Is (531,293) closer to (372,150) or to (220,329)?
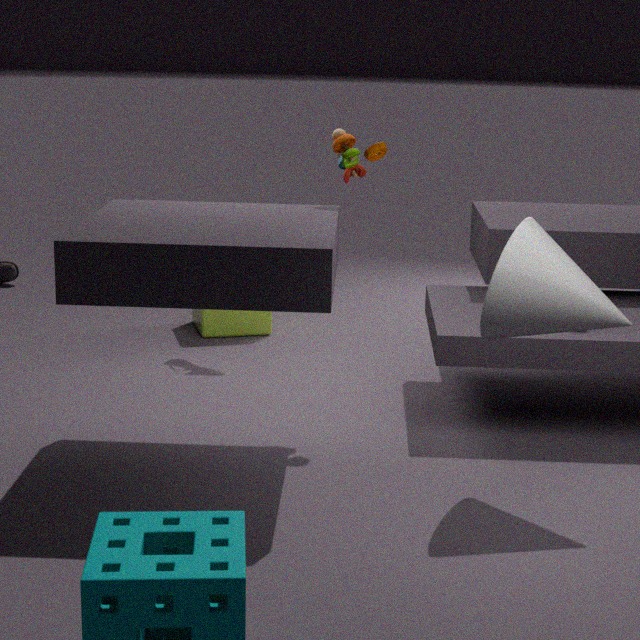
(372,150)
